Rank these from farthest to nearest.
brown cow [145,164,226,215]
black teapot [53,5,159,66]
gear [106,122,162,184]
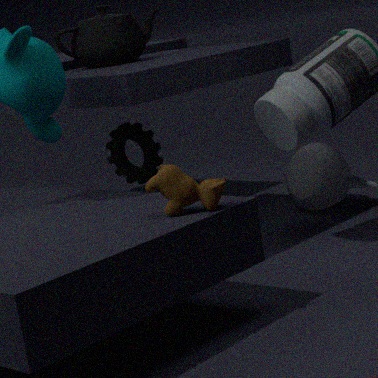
black teapot [53,5,159,66] → gear [106,122,162,184] → brown cow [145,164,226,215]
